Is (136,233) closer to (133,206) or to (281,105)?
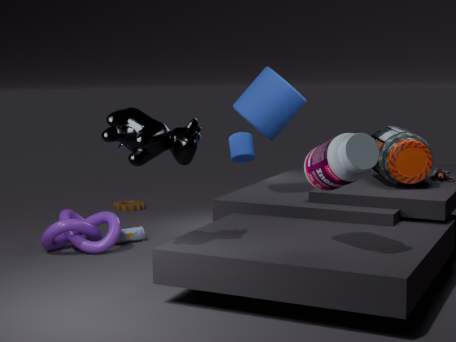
(133,206)
